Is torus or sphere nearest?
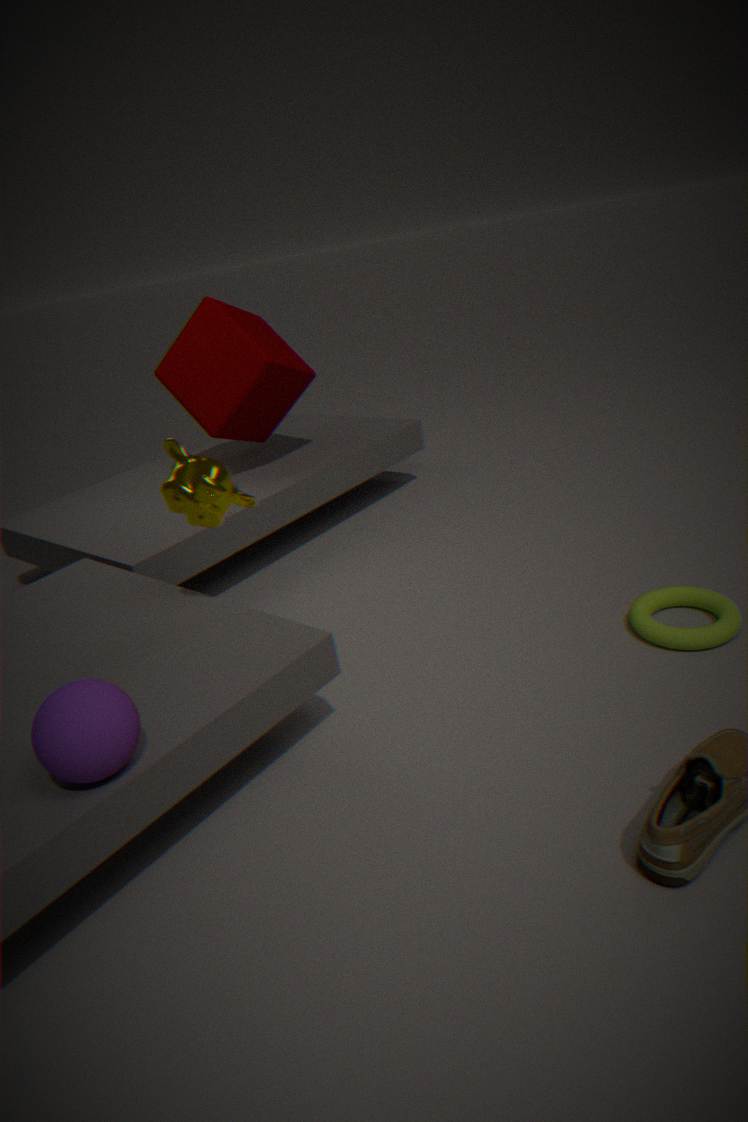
sphere
